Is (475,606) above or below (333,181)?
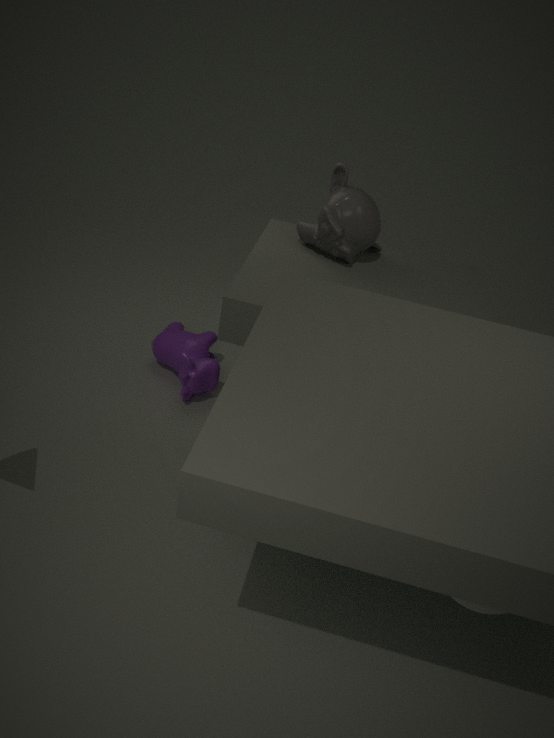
below
